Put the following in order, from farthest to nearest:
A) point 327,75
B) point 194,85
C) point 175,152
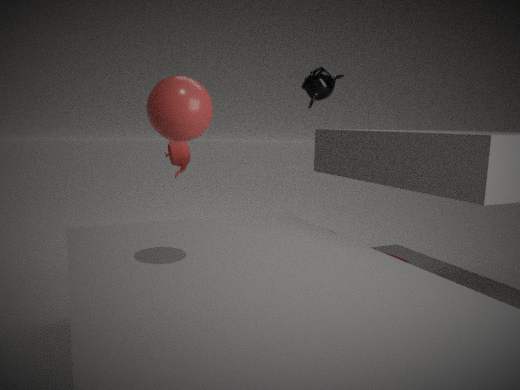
point 175,152
point 327,75
point 194,85
